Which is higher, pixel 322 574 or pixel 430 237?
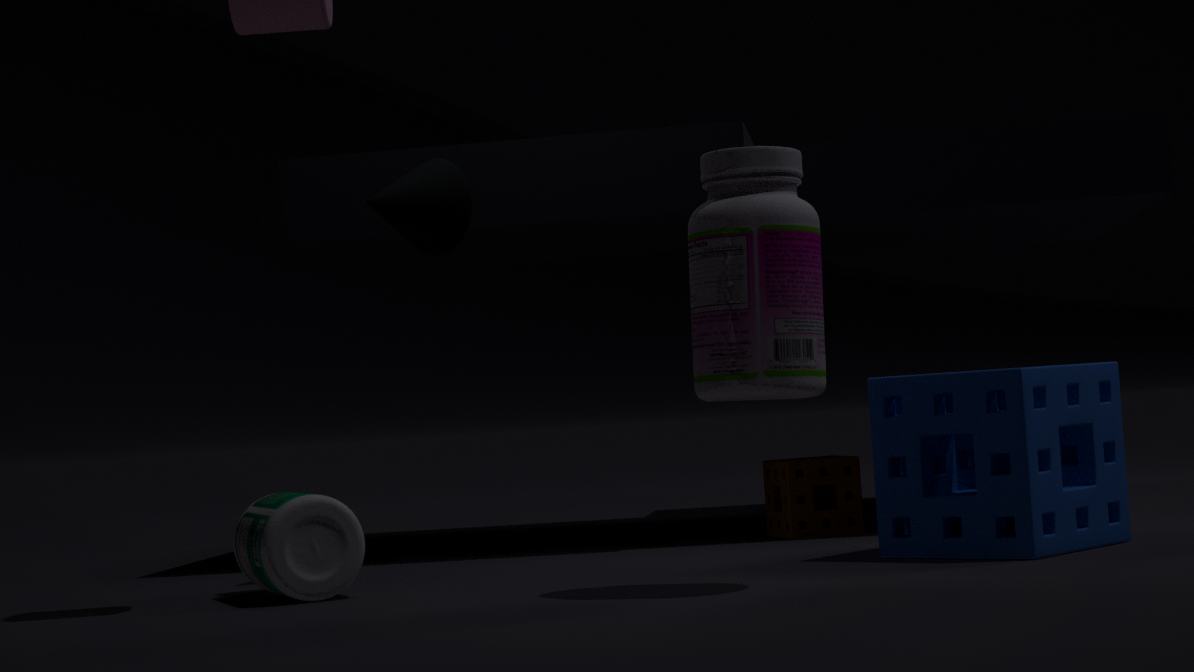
pixel 430 237
